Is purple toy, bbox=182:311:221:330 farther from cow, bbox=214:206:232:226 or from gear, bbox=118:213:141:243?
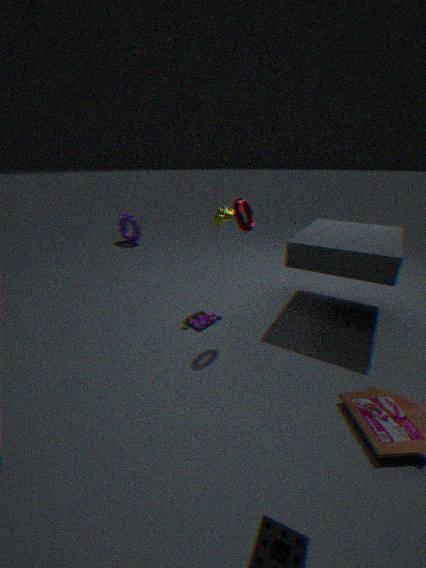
gear, bbox=118:213:141:243
